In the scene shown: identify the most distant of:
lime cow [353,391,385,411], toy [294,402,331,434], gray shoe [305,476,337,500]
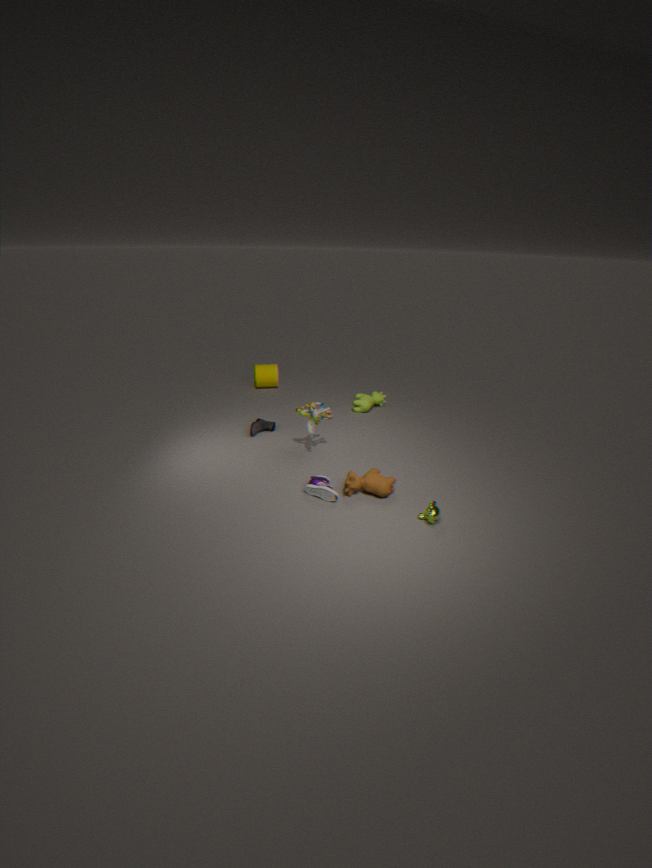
lime cow [353,391,385,411]
